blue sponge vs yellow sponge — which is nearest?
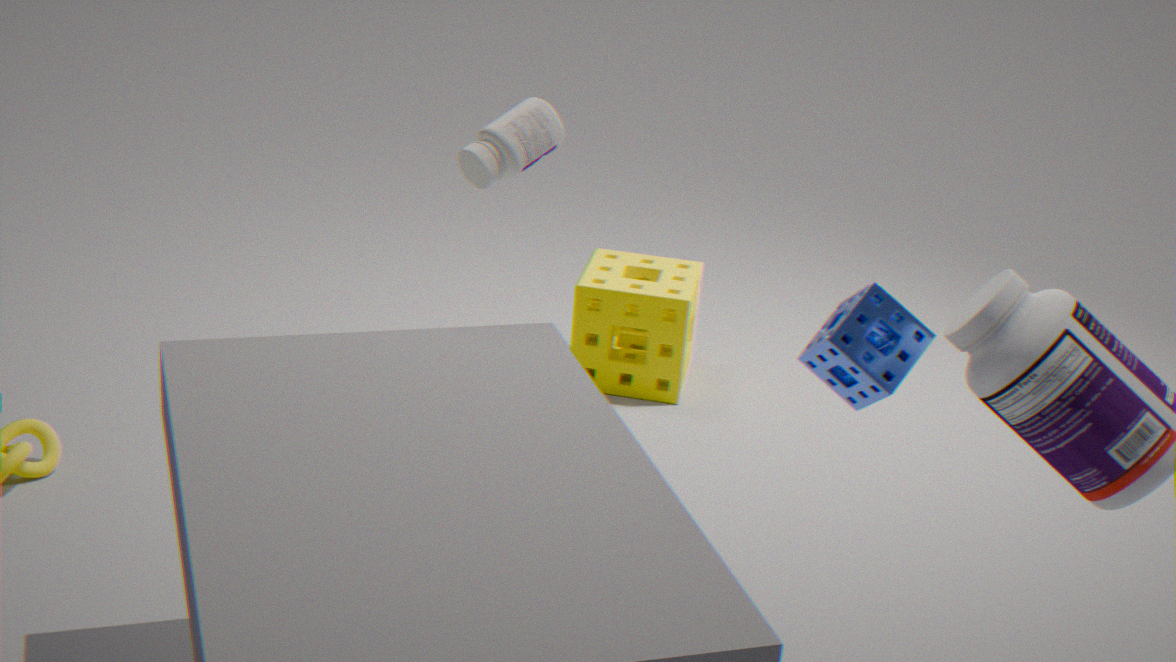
blue sponge
